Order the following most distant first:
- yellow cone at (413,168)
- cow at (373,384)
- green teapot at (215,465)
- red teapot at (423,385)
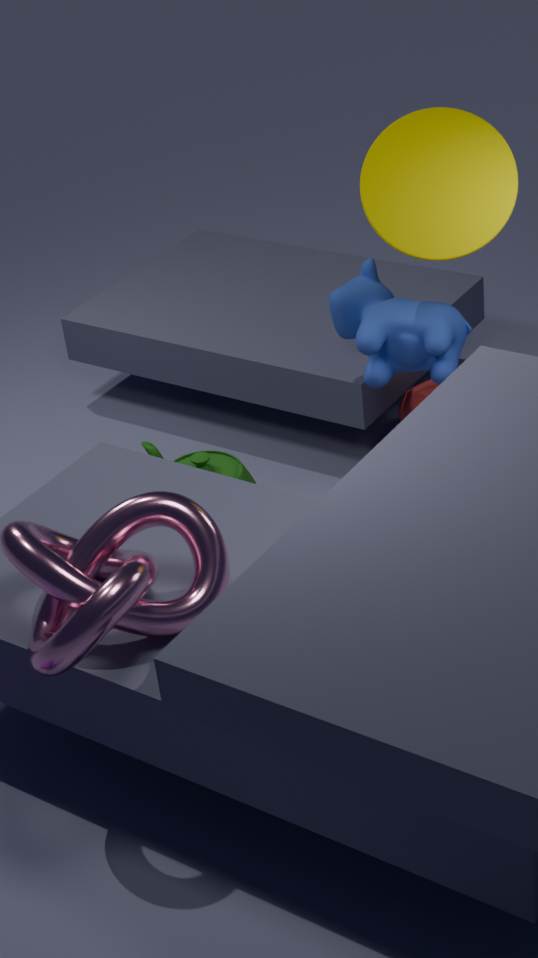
red teapot at (423,385)
green teapot at (215,465)
cow at (373,384)
yellow cone at (413,168)
